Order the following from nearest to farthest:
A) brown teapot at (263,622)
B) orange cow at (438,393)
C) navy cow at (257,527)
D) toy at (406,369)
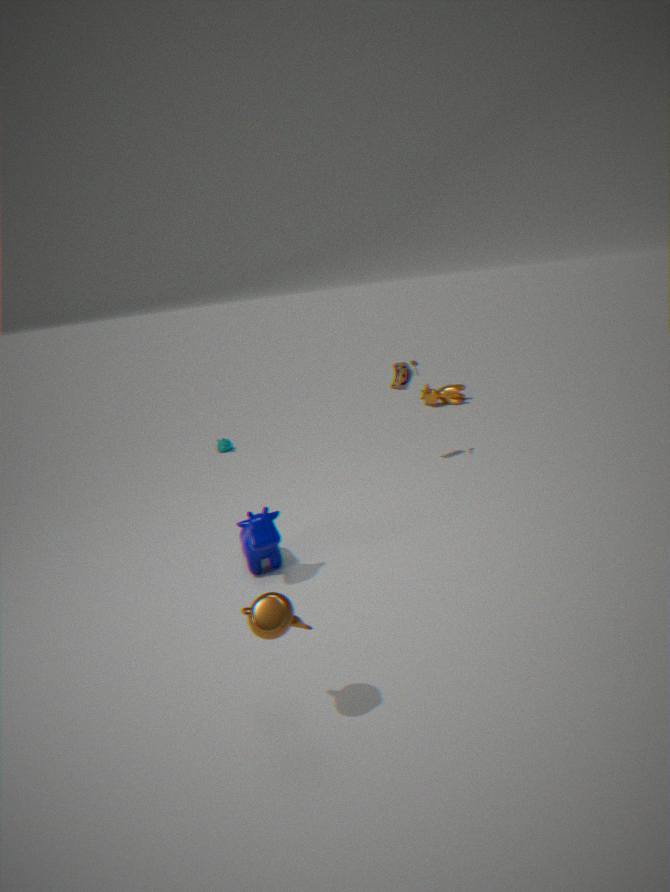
brown teapot at (263,622)
navy cow at (257,527)
toy at (406,369)
orange cow at (438,393)
